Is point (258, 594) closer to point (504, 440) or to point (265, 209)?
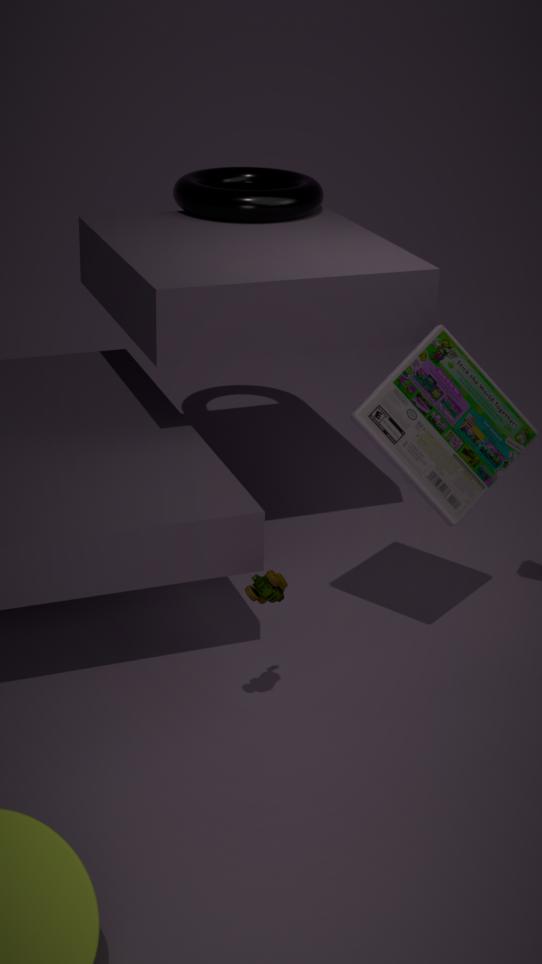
point (504, 440)
